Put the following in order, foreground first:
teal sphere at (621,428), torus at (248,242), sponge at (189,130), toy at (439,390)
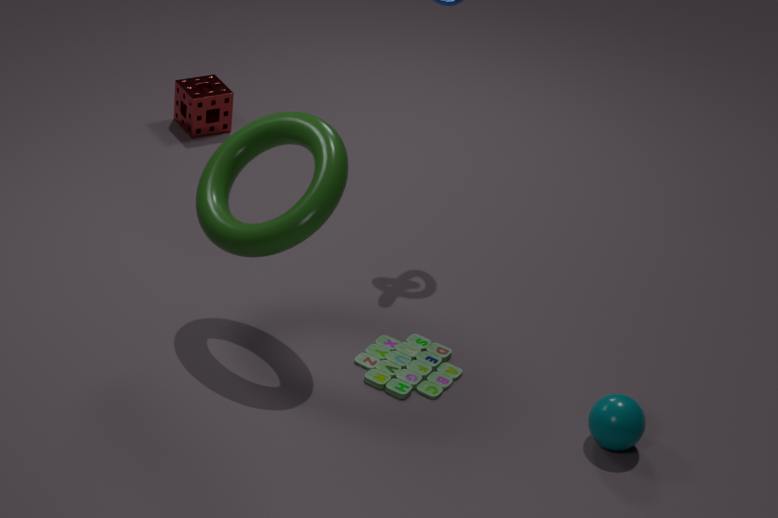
teal sphere at (621,428), torus at (248,242), toy at (439,390), sponge at (189,130)
